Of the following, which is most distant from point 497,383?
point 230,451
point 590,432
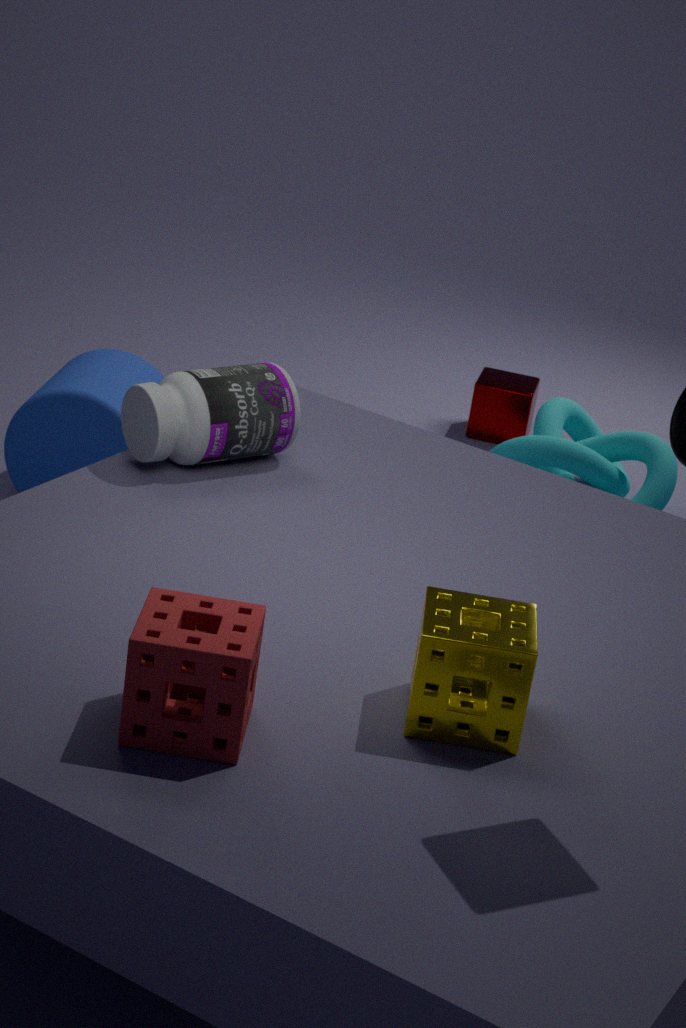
point 230,451
